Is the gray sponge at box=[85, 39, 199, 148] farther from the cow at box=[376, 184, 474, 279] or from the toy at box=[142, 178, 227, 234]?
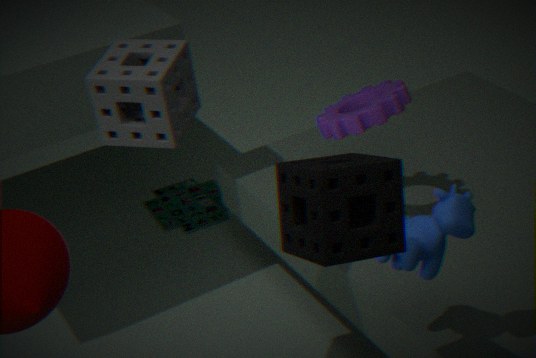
the toy at box=[142, 178, 227, 234]
